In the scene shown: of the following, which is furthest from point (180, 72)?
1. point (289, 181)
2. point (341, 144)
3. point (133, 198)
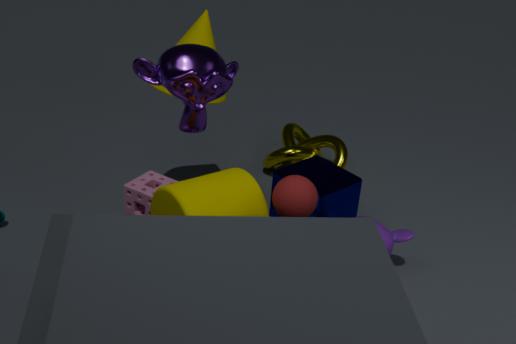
point (341, 144)
